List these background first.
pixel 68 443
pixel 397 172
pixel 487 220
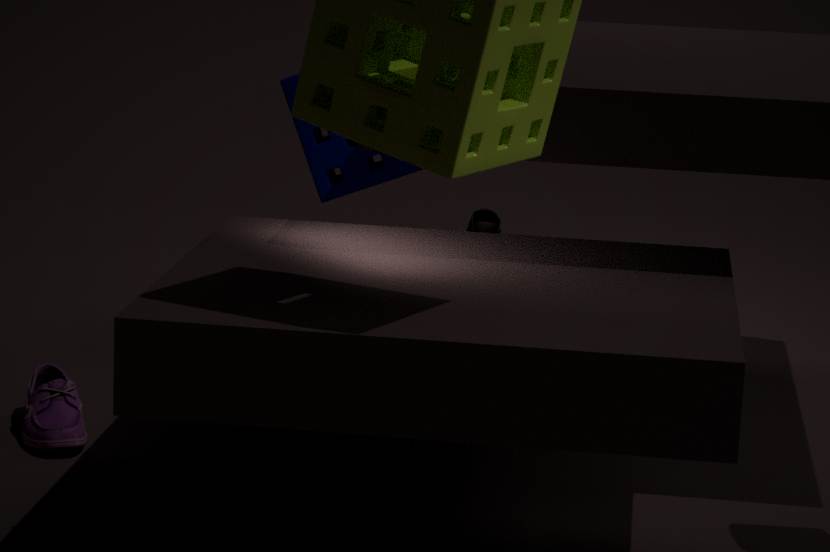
pixel 487 220
pixel 397 172
pixel 68 443
